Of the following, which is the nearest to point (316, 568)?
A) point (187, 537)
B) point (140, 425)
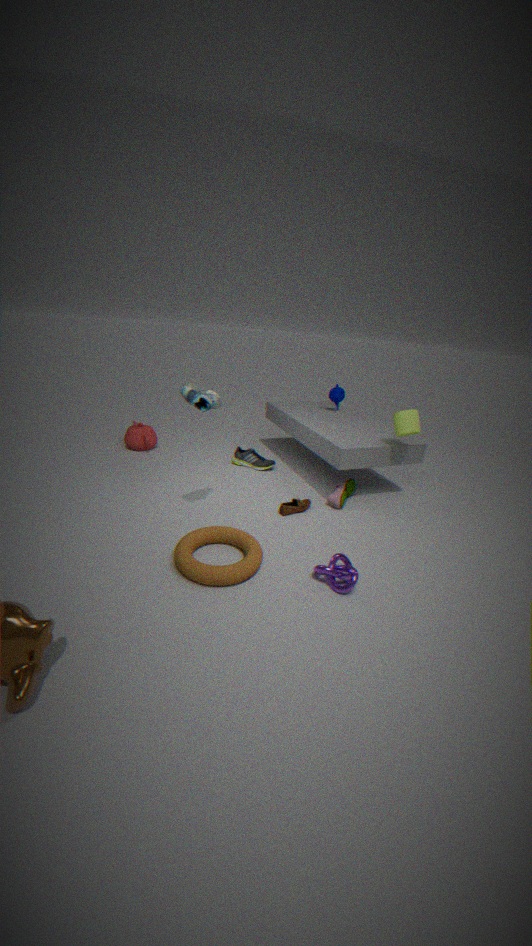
point (187, 537)
